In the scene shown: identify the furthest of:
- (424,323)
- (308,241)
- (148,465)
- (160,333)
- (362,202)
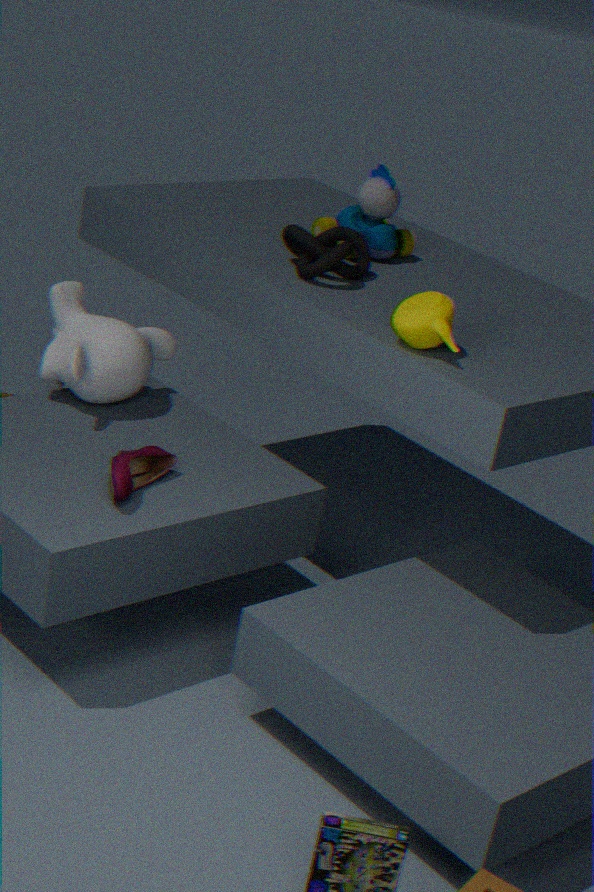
(160,333)
